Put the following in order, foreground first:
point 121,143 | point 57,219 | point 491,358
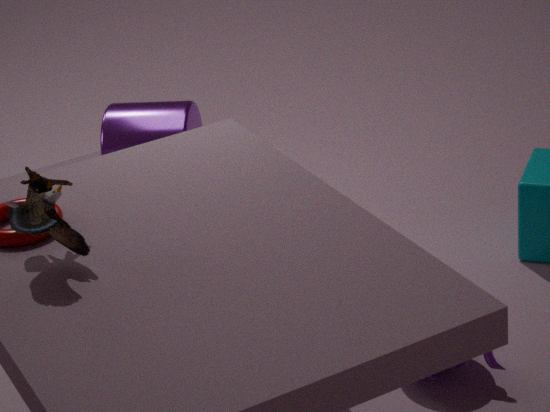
1. point 57,219
2. point 491,358
3. point 121,143
